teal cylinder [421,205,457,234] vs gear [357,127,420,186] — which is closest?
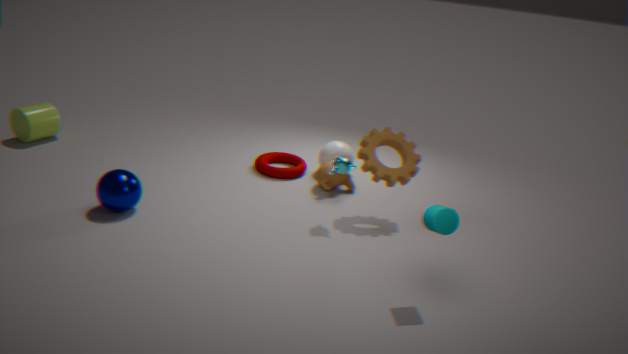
teal cylinder [421,205,457,234]
